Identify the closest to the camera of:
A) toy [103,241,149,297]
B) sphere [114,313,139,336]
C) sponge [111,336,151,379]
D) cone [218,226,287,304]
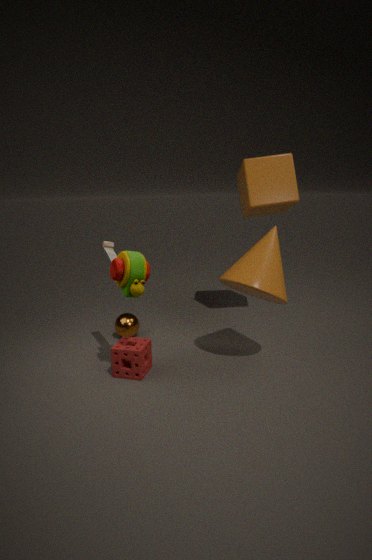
toy [103,241,149,297]
